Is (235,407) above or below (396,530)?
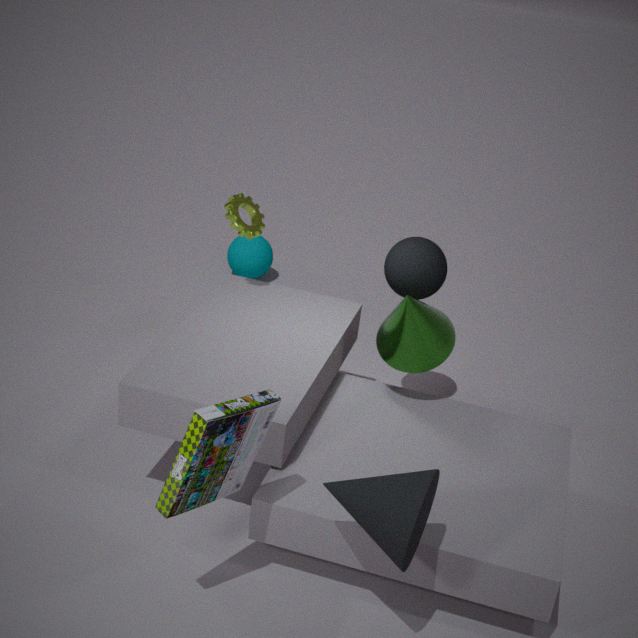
above
